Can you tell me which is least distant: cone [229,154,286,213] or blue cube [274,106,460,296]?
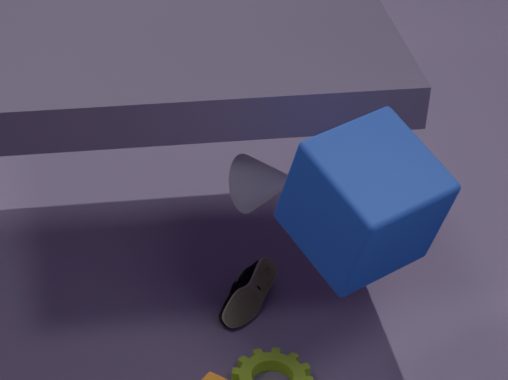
blue cube [274,106,460,296]
